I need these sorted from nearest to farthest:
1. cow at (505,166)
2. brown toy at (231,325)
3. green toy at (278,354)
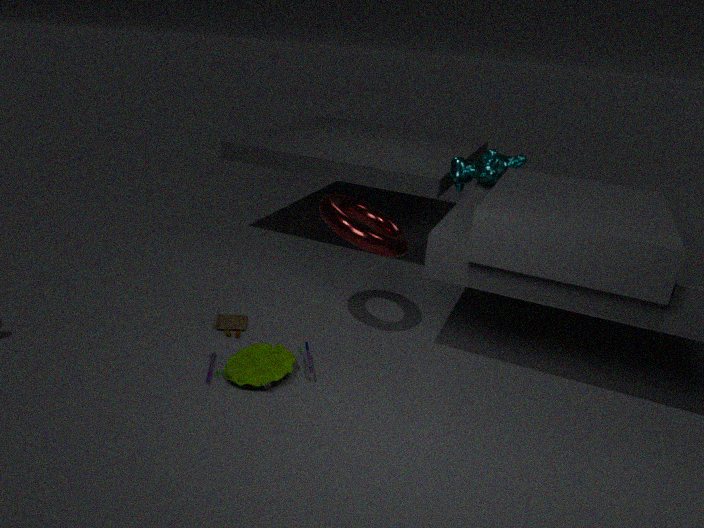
1. green toy at (278,354)
2. brown toy at (231,325)
3. cow at (505,166)
